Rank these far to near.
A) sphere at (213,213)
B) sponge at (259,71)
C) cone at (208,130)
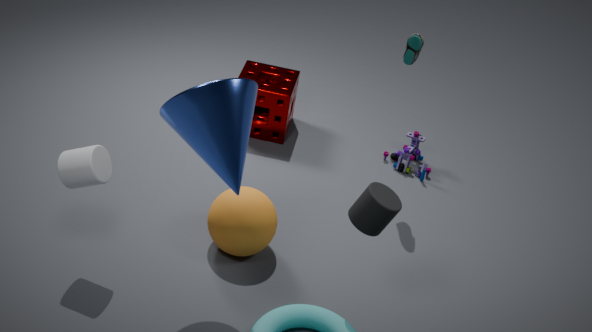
sponge at (259,71) < sphere at (213,213) < cone at (208,130)
